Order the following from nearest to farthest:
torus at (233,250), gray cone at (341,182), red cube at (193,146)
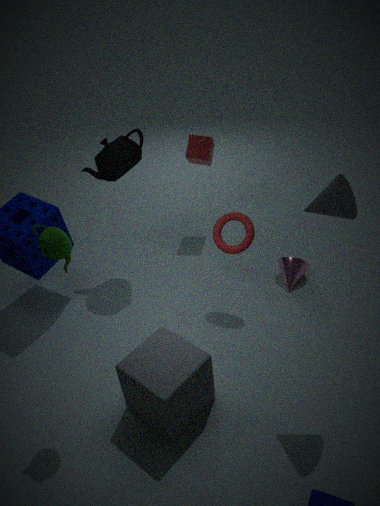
gray cone at (341,182) → torus at (233,250) → red cube at (193,146)
